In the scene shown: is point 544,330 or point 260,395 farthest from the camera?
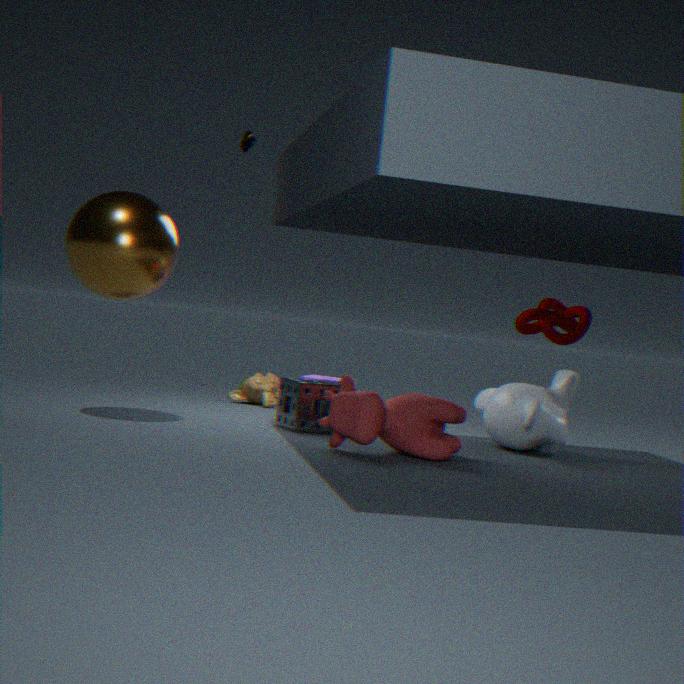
point 260,395
